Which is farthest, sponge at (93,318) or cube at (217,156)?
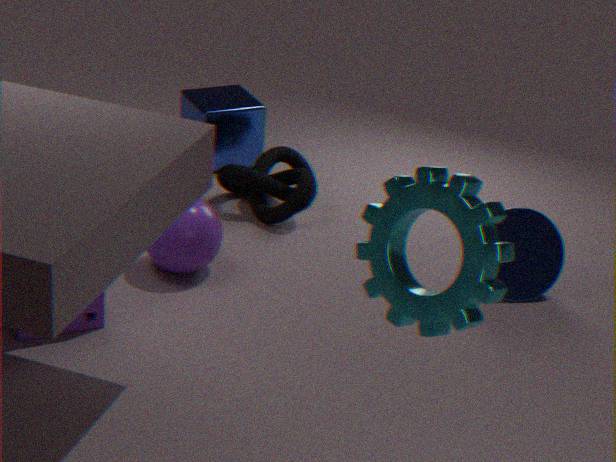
cube at (217,156)
